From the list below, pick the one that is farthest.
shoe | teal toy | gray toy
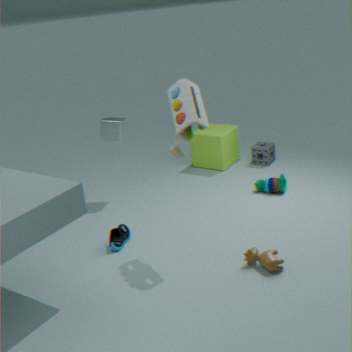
teal toy
